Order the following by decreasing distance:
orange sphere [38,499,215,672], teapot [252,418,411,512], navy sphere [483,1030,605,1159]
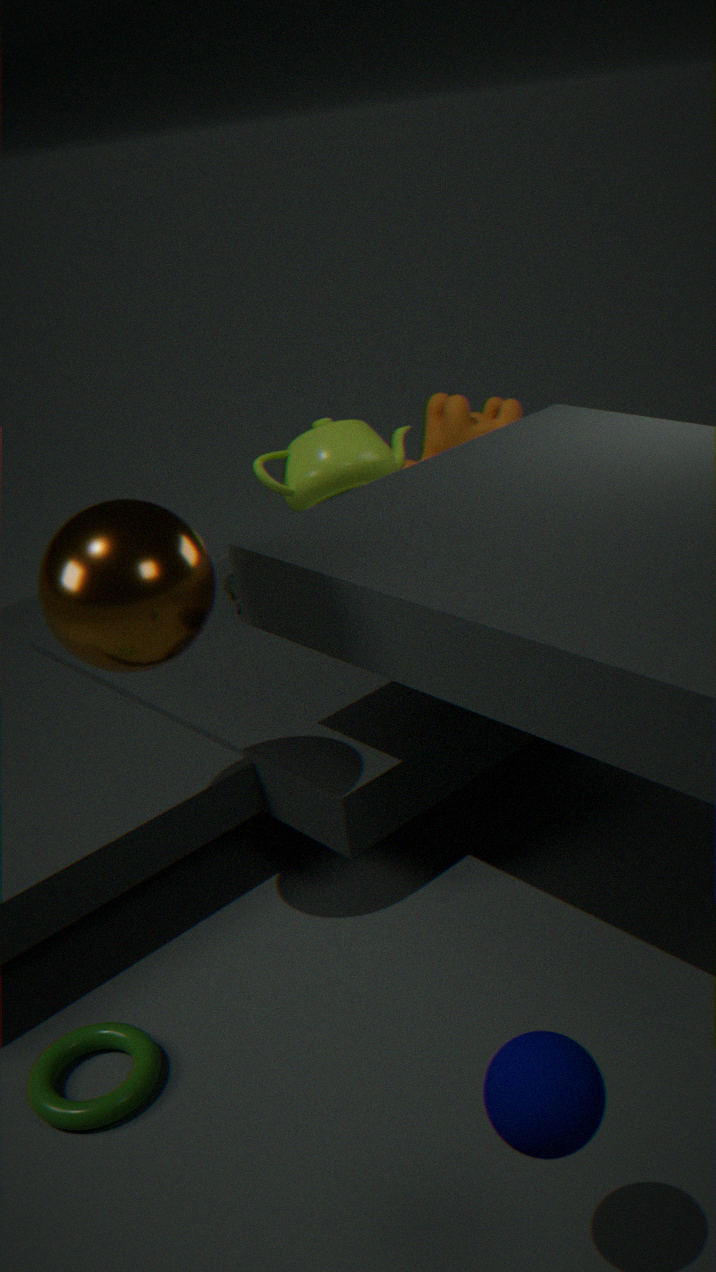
1. teapot [252,418,411,512]
2. orange sphere [38,499,215,672]
3. navy sphere [483,1030,605,1159]
